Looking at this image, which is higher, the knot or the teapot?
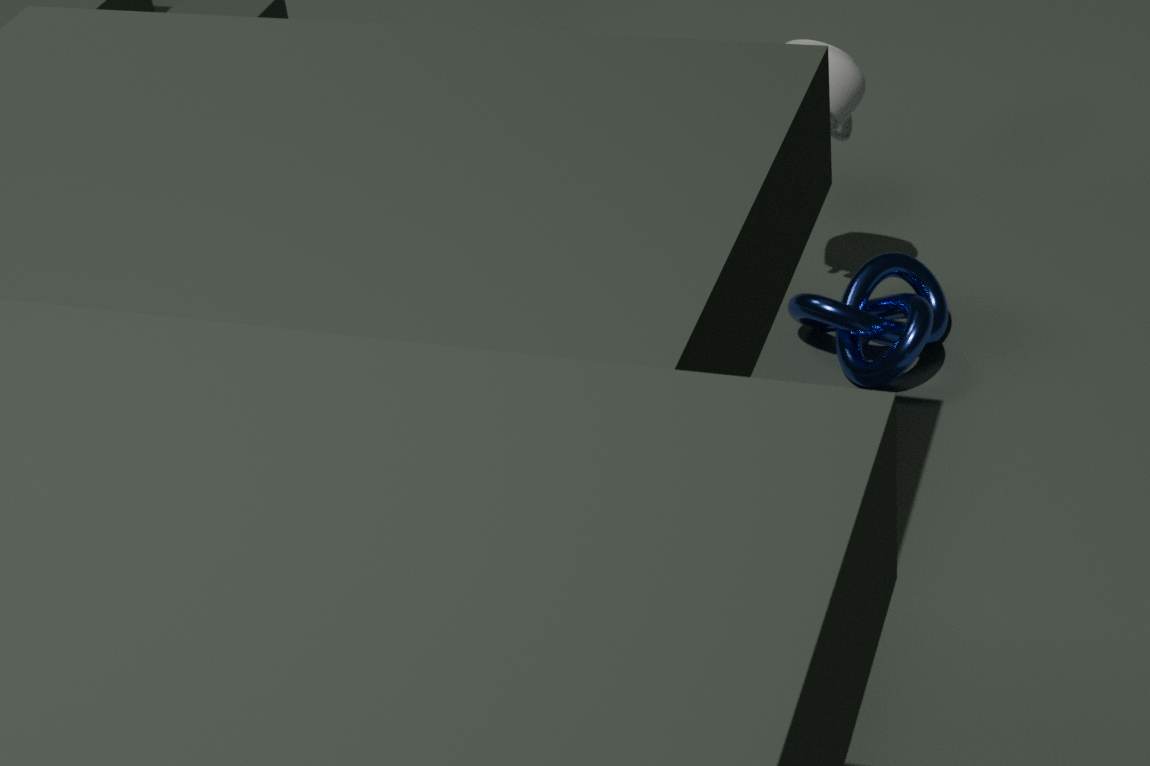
the teapot
